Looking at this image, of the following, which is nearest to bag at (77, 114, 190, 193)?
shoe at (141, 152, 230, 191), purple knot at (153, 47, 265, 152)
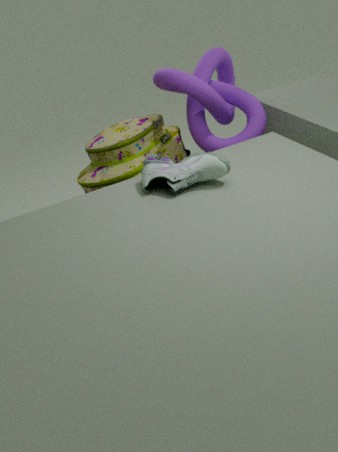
purple knot at (153, 47, 265, 152)
